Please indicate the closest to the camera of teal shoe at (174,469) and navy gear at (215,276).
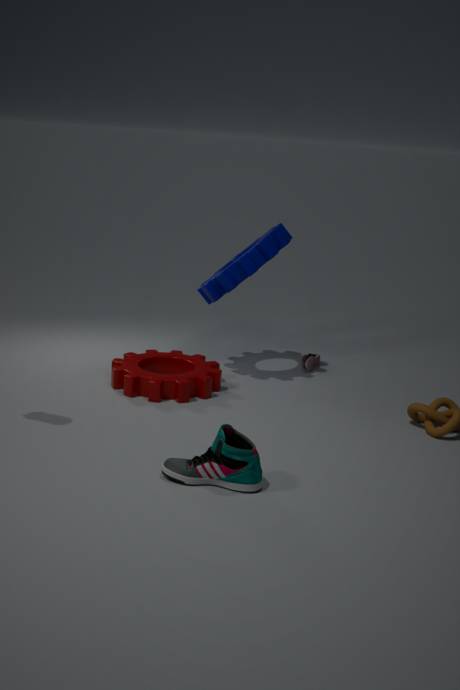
teal shoe at (174,469)
